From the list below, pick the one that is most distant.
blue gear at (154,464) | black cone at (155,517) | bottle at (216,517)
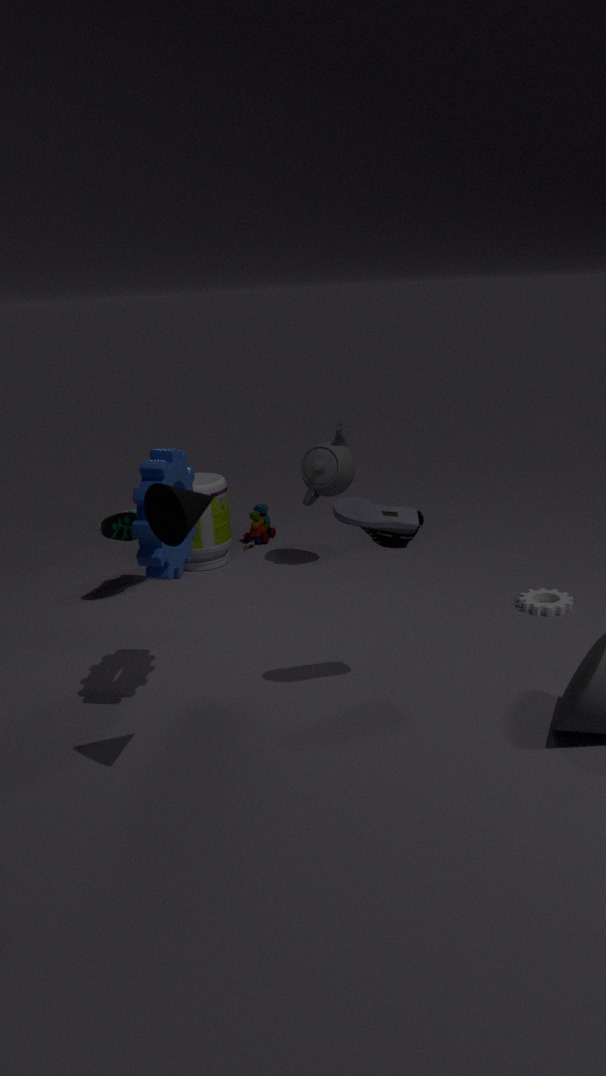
bottle at (216,517)
